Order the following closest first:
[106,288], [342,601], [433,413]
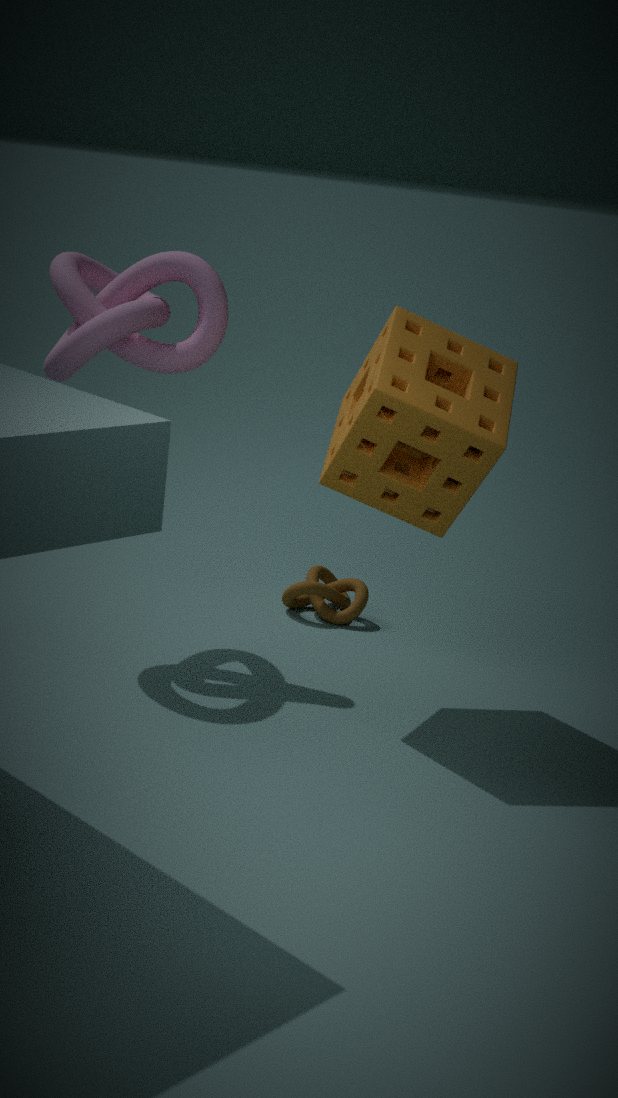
[433,413]
[106,288]
[342,601]
